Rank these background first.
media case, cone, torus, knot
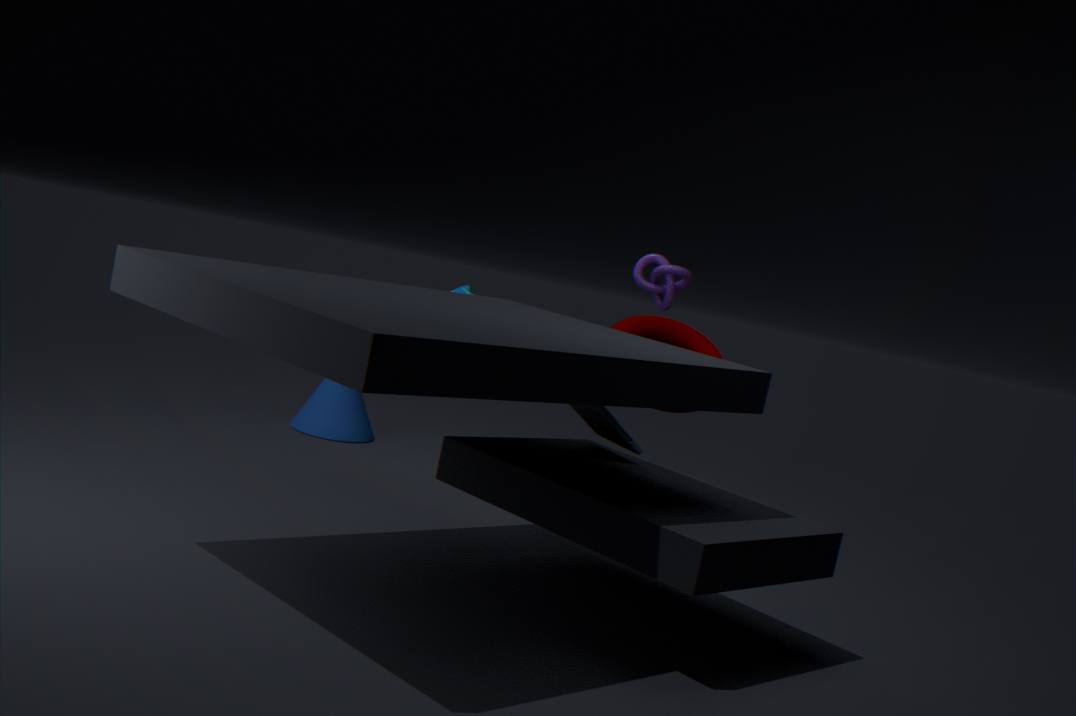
cone → knot → torus → media case
